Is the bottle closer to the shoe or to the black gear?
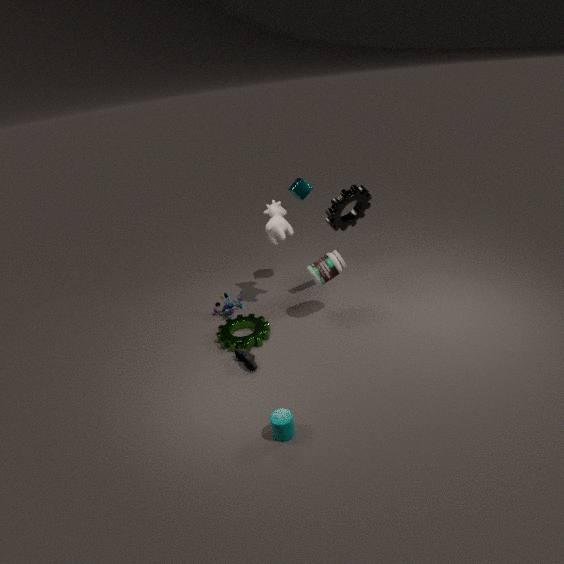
the black gear
